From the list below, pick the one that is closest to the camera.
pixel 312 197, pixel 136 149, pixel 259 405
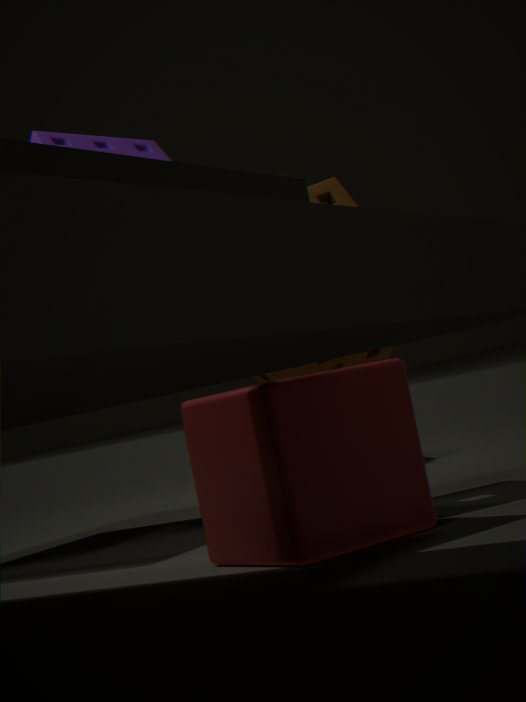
pixel 259 405
